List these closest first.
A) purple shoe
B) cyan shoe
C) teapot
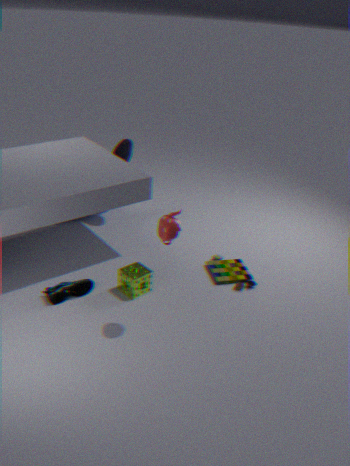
1. teapot
2. cyan shoe
3. purple shoe
